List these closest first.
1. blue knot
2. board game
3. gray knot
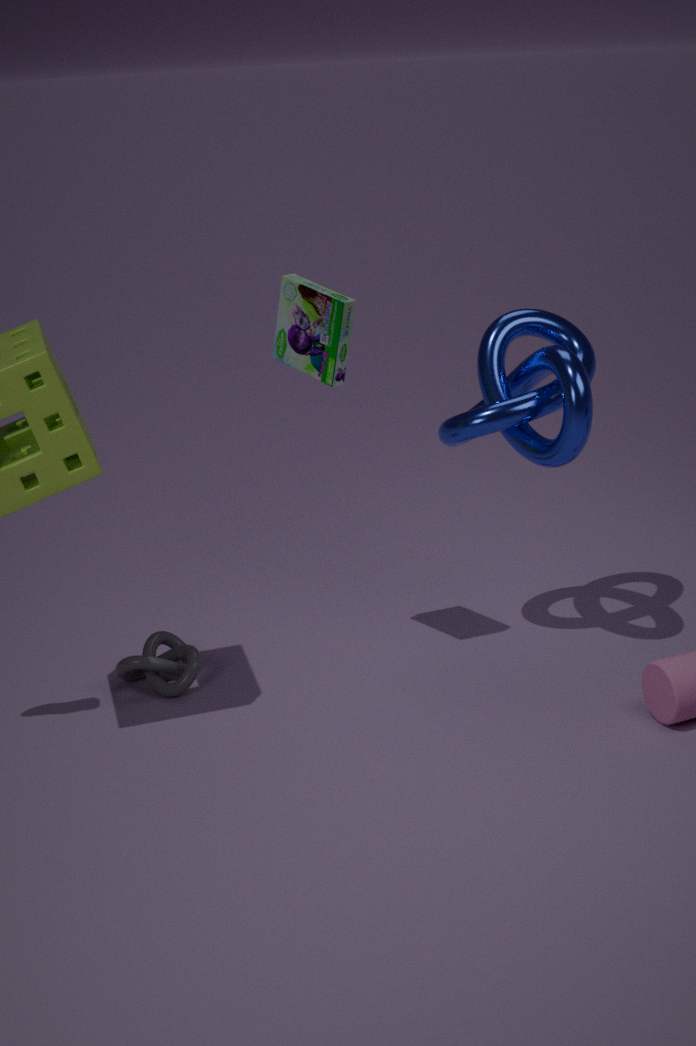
board game → blue knot → gray knot
